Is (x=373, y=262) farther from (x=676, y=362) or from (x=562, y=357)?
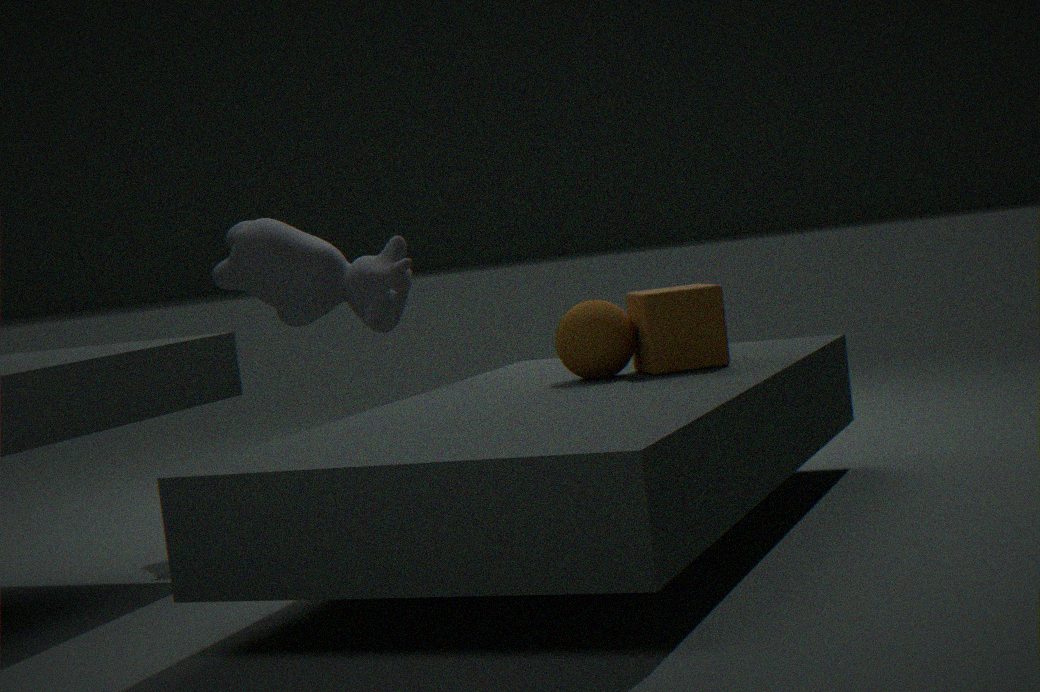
(x=676, y=362)
